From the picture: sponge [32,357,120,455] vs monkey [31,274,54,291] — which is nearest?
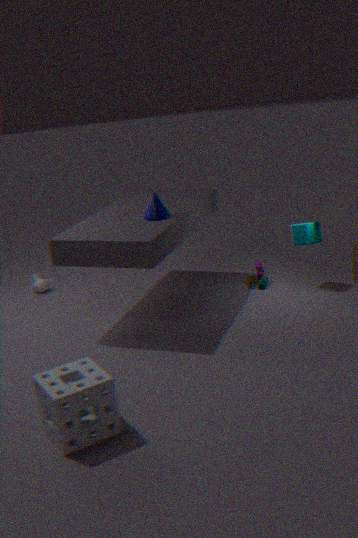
sponge [32,357,120,455]
